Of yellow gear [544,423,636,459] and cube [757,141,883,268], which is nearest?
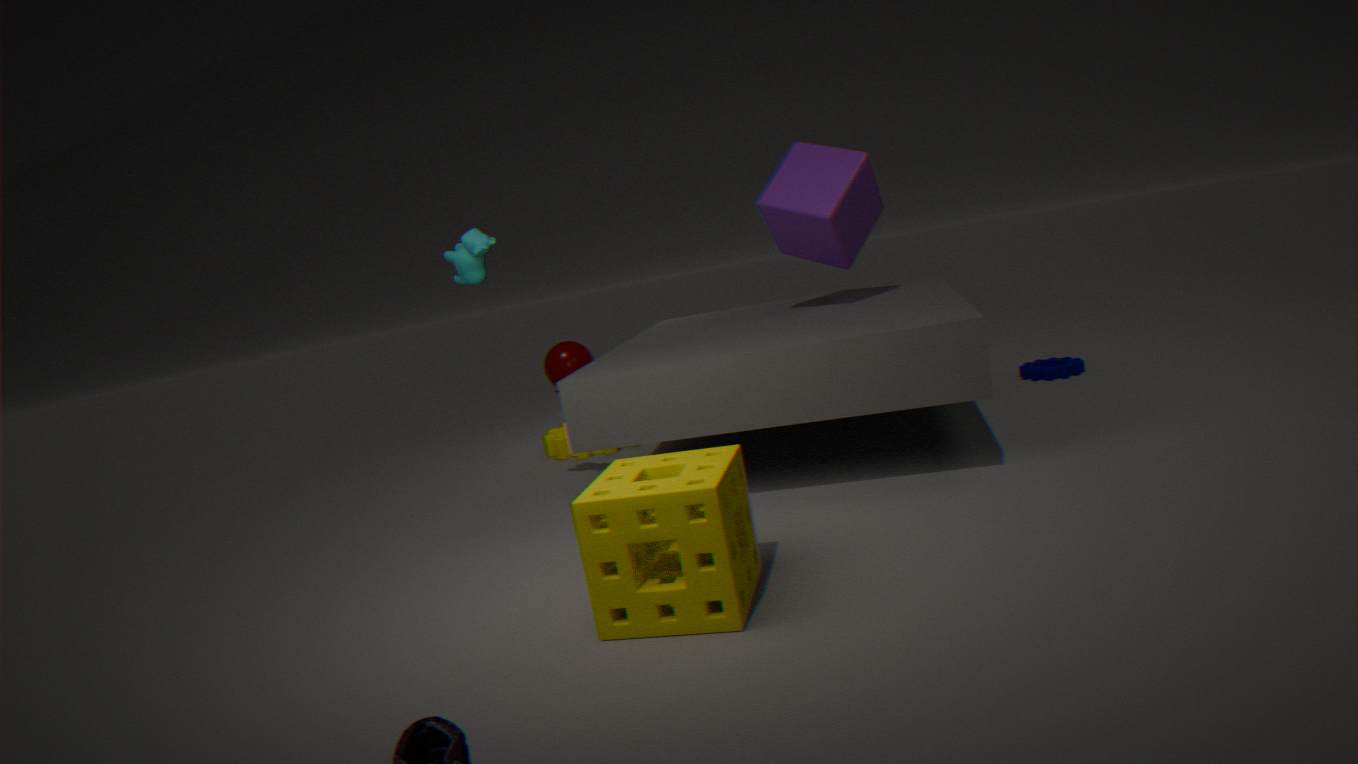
cube [757,141,883,268]
